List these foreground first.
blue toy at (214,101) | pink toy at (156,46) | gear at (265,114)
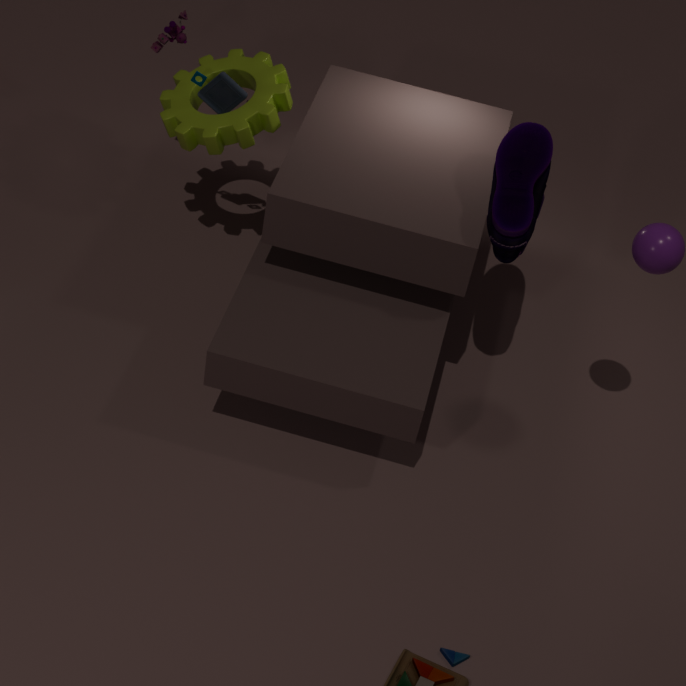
1. gear at (265,114)
2. blue toy at (214,101)
3. pink toy at (156,46)
